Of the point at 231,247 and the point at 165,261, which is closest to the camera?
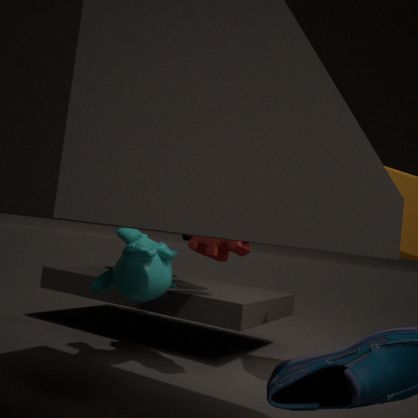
the point at 231,247
